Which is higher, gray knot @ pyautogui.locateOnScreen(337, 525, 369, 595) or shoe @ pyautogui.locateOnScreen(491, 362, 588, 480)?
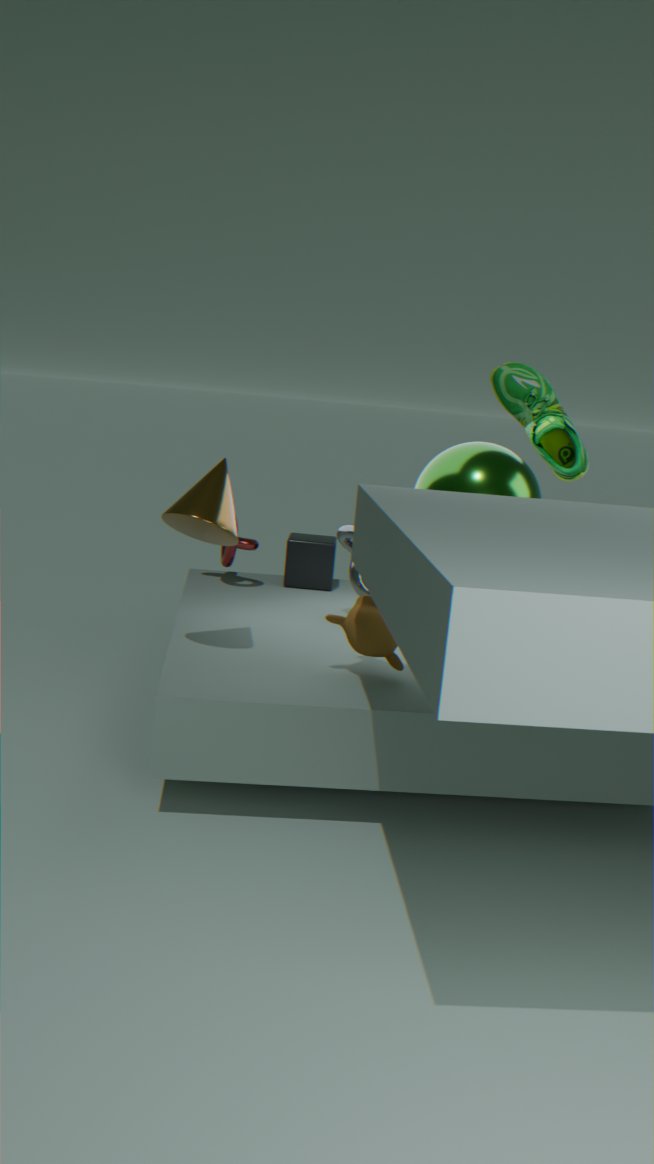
shoe @ pyautogui.locateOnScreen(491, 362, 588, 480)
